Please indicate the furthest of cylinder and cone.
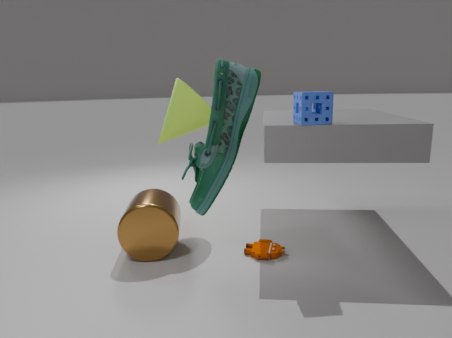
cone
